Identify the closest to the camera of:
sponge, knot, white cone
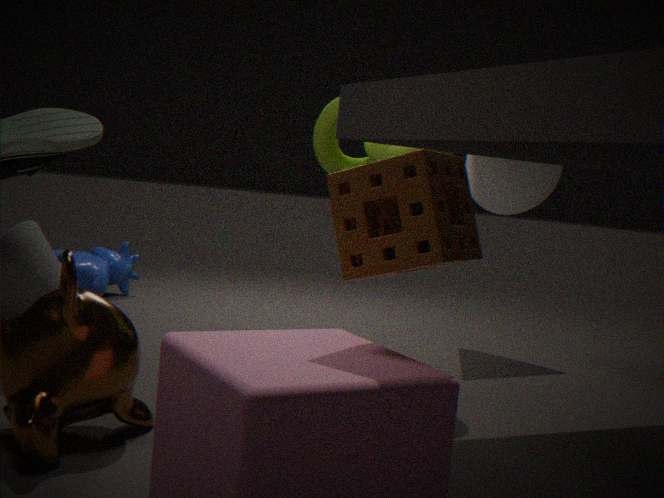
sponge
